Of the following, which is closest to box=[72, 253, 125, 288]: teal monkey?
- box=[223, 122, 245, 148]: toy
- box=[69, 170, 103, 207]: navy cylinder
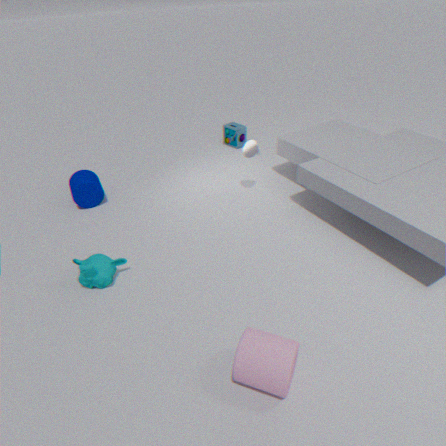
box=[69, 170, 103, 207]: navy cylinder
